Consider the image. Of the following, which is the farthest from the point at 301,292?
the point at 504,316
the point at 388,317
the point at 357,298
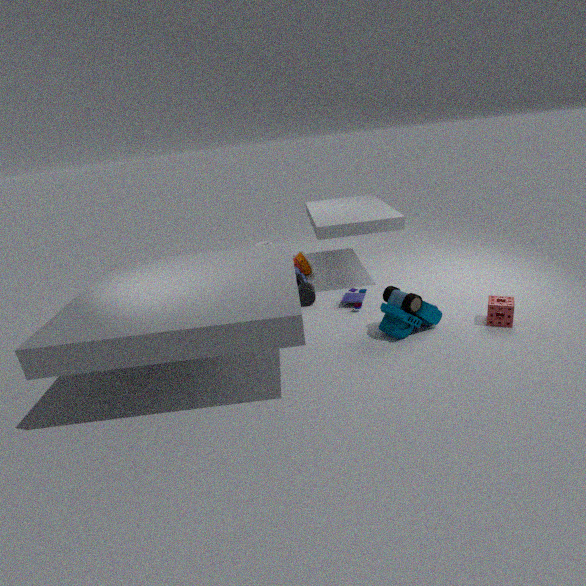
the point at 504,316
